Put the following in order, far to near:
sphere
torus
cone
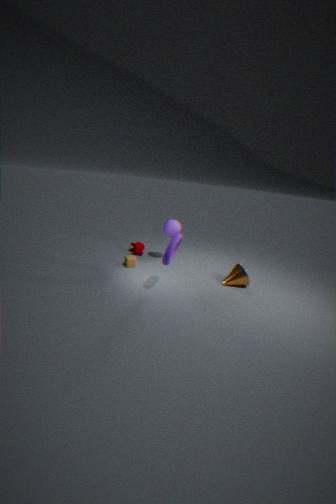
1. sphere
2. cone
3. torus
